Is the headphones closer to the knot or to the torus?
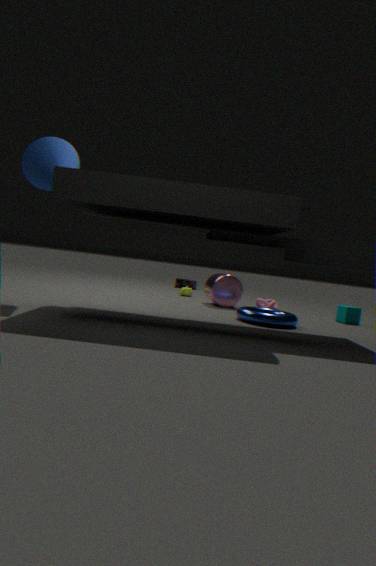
the knot
